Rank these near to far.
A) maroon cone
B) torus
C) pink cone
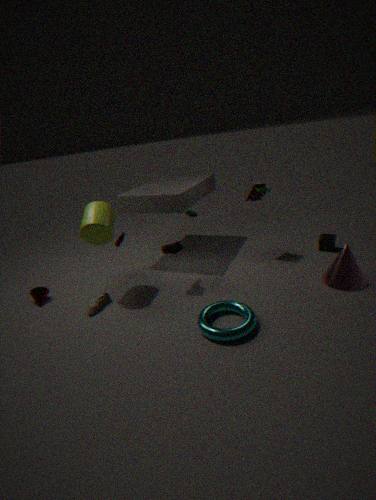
torus, pink cone, maroon cone
